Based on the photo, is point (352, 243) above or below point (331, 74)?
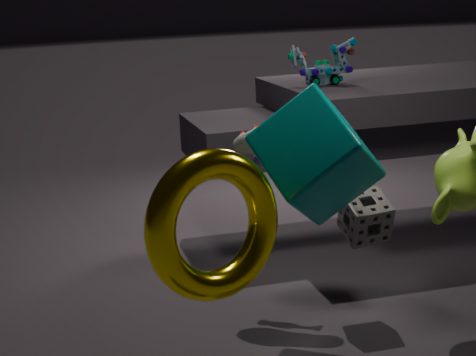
below
